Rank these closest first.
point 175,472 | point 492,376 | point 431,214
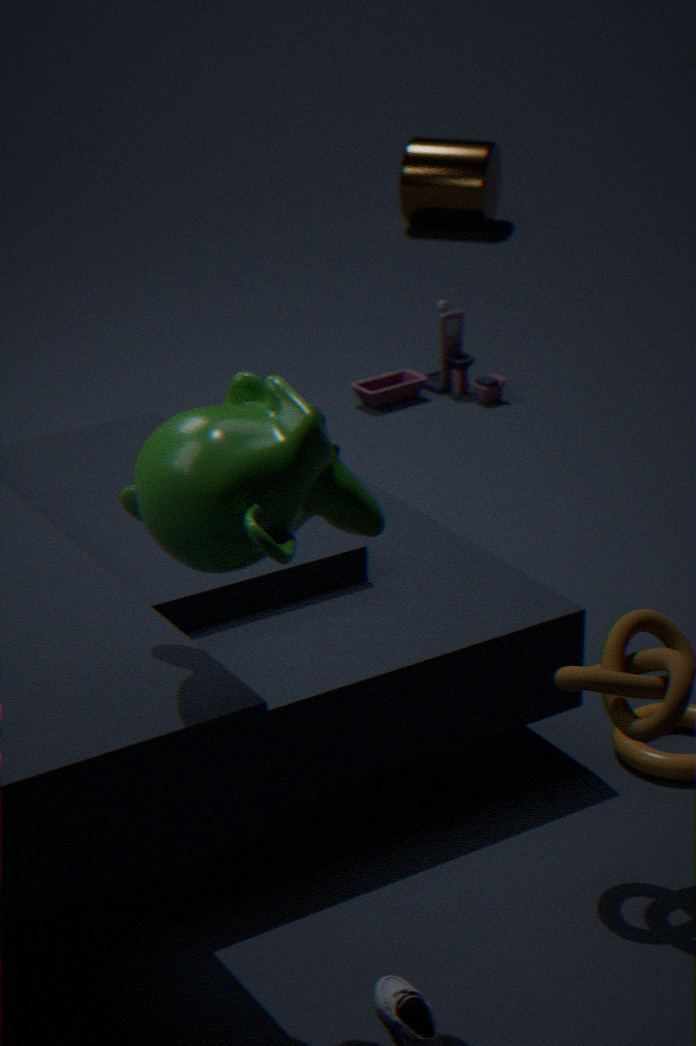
1. point 175,472
2. point 492,376
3. point 431,214
